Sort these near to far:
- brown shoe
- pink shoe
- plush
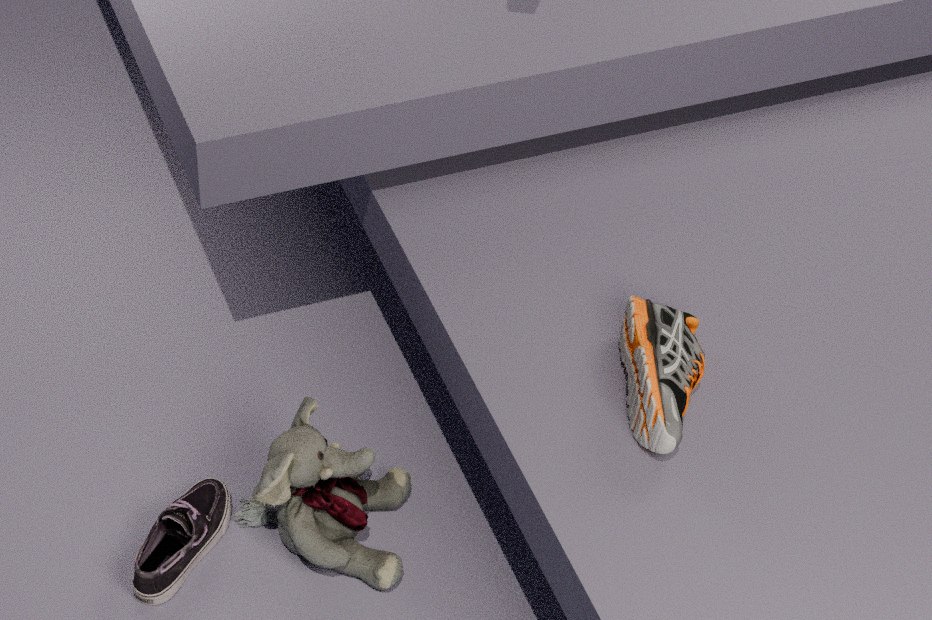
brown shoe, plush, pink shoe
